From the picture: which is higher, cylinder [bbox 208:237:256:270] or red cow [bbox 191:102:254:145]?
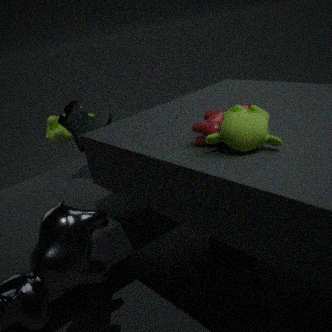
red cow [bbox 191:102:254:145]
